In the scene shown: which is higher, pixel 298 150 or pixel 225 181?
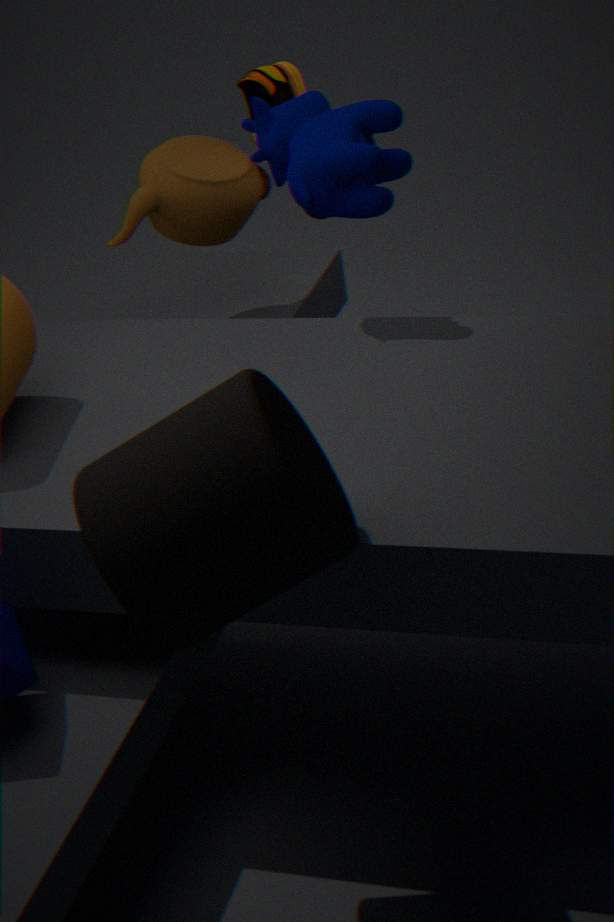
pixel 298 150
